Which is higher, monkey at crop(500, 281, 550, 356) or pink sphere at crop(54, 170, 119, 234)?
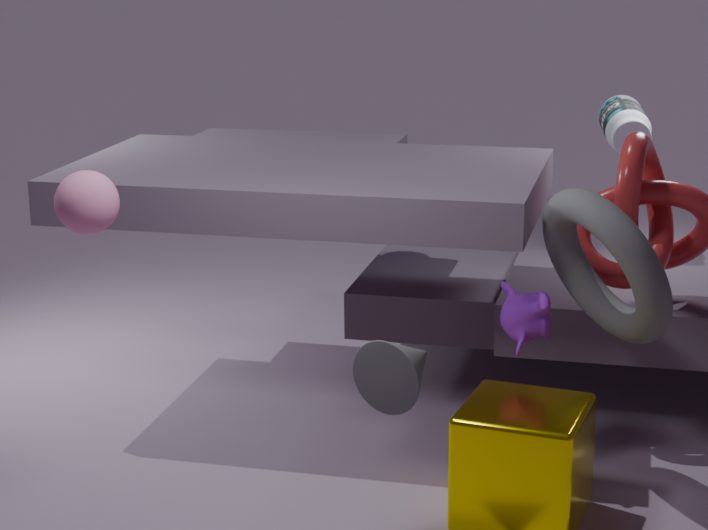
pink sphere at crop(54, 170, 119, 234)
